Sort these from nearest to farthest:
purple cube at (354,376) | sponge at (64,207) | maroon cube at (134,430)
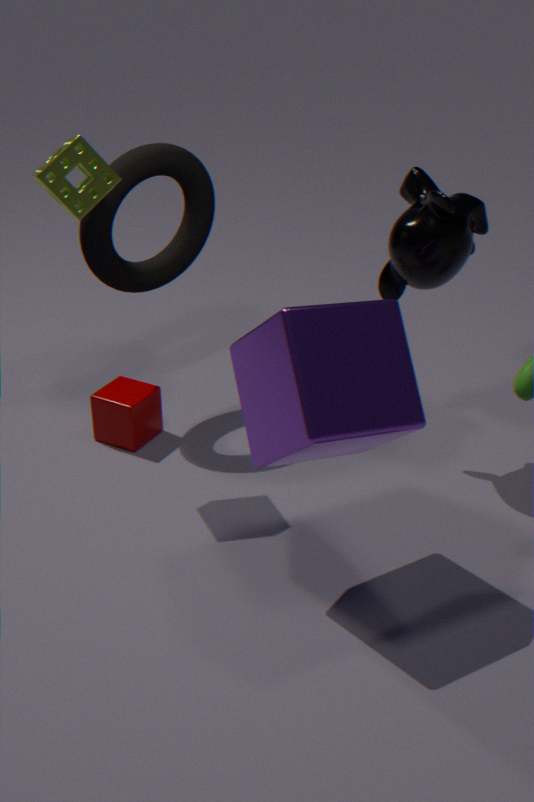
purple cube at (354,376), sponge at (64,207), maroon cube at (134,430)
